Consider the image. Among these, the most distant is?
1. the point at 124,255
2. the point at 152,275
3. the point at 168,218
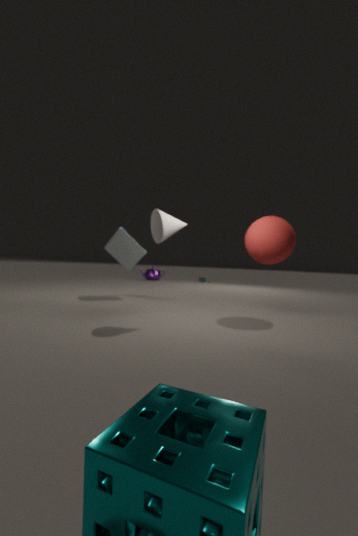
the point at 152,275
